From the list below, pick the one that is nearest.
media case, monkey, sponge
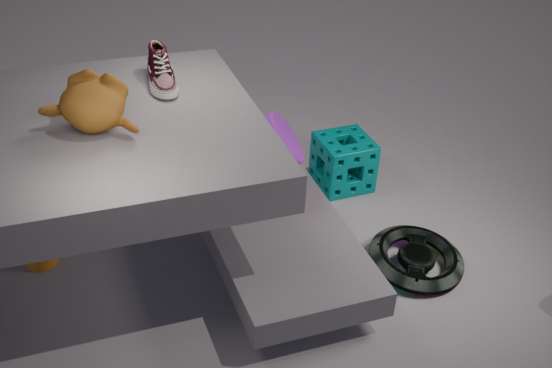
monkey
